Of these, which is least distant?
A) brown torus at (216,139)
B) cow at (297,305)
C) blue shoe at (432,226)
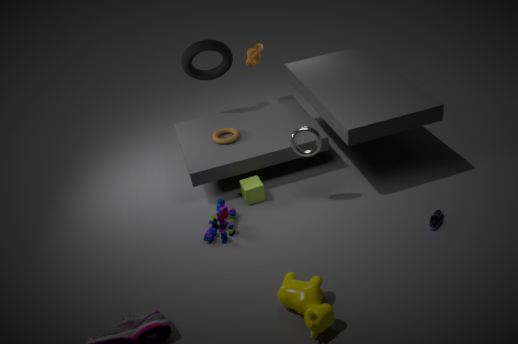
cow at (297,305)
